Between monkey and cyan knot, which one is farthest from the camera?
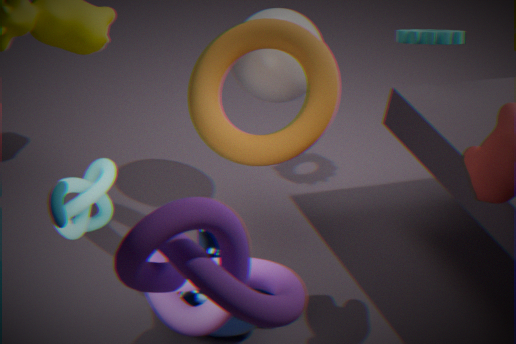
monkey
